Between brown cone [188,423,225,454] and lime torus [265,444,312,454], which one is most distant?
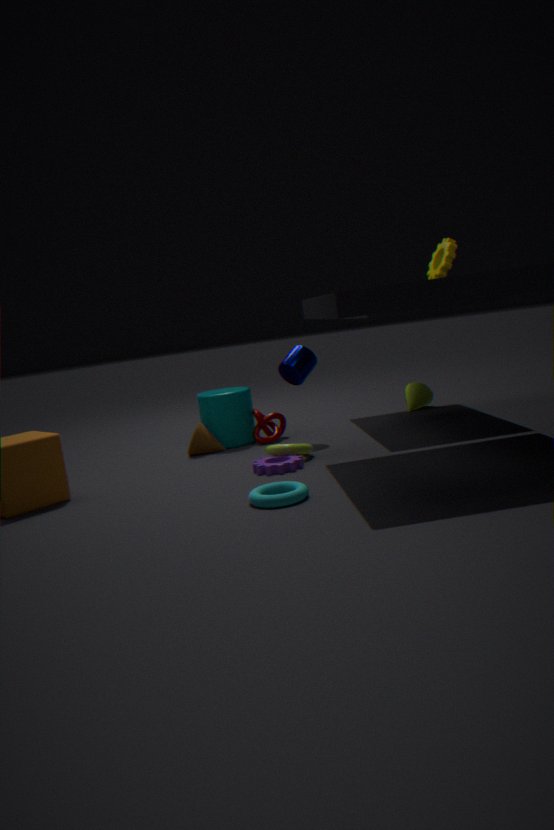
brown cone [188,423,225,454]
